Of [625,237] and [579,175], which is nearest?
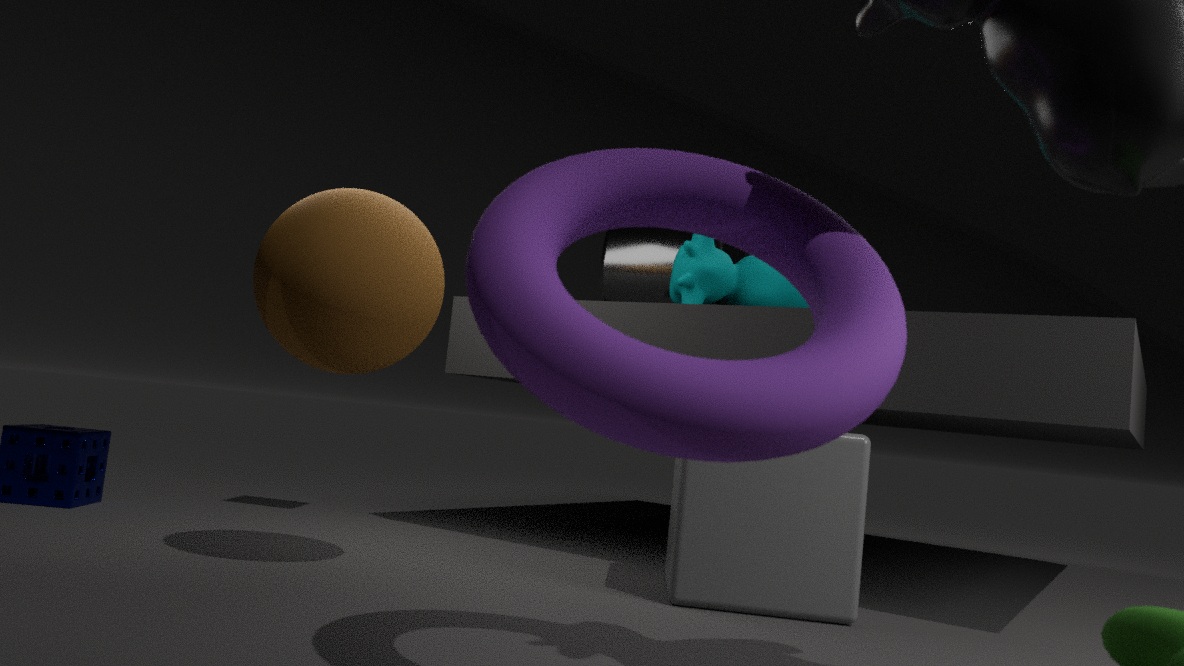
[579,175]
